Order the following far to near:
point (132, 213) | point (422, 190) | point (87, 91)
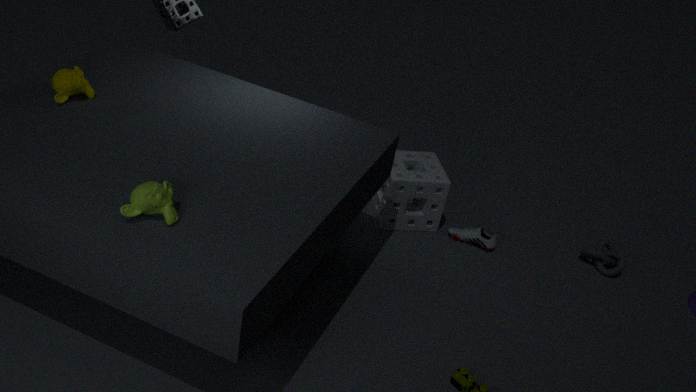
point (422, 190) < point (87, 91) < point (132, 213)
